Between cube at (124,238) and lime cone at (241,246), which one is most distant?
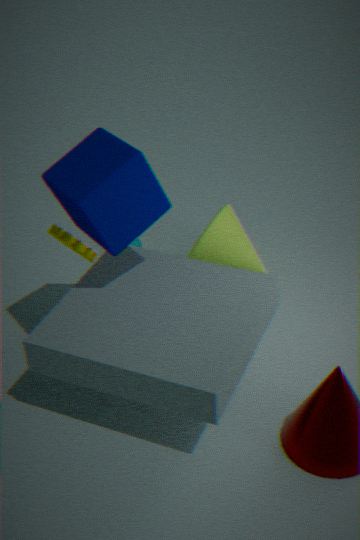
lime cone at (241,246)
